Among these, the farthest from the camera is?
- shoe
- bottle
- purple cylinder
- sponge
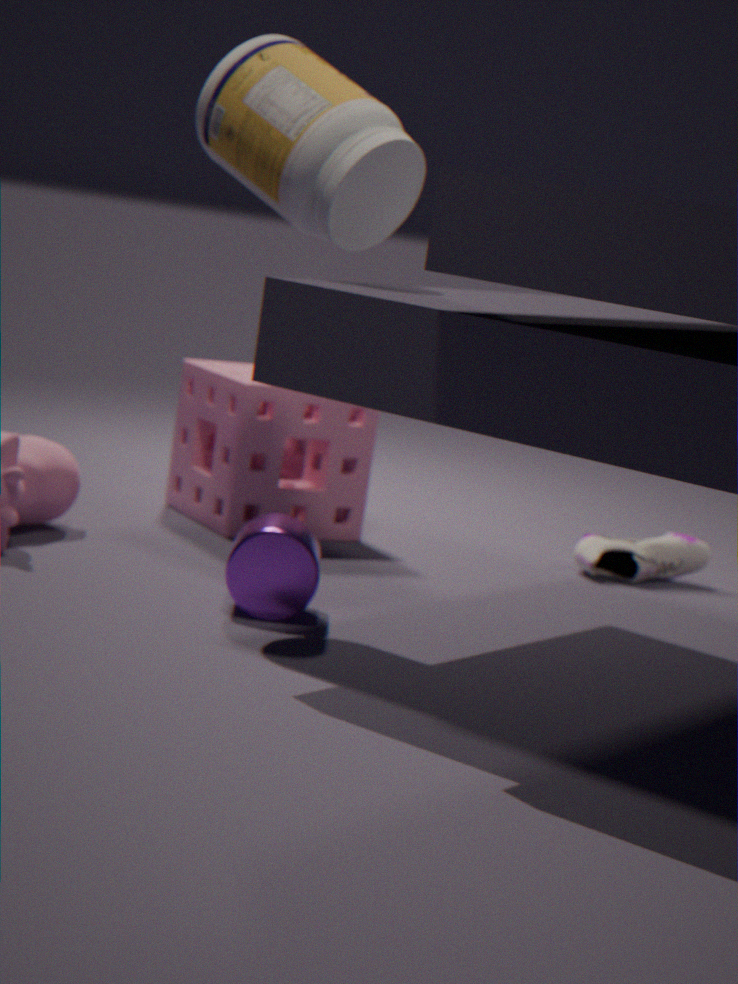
shoe
